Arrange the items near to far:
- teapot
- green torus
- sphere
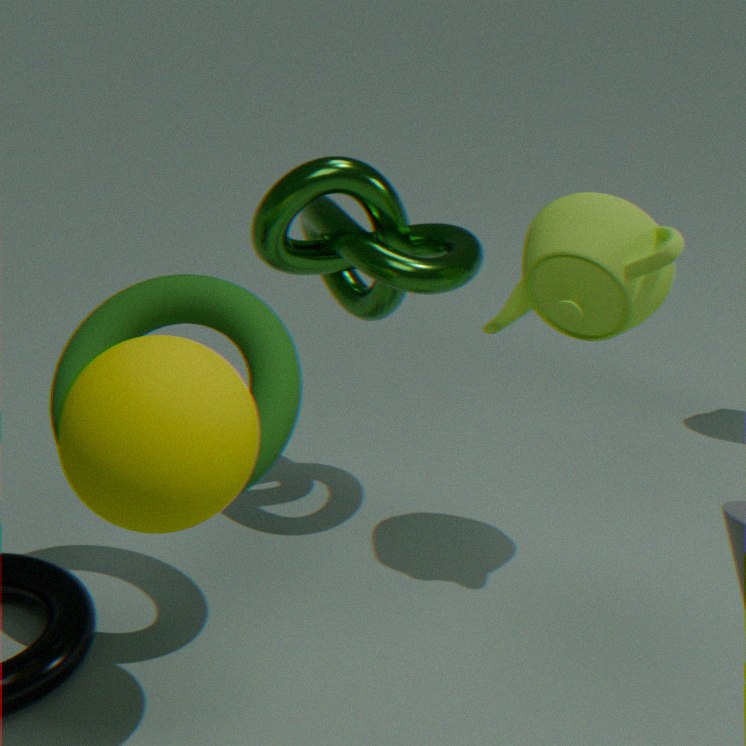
sphere < green torus < teapot
